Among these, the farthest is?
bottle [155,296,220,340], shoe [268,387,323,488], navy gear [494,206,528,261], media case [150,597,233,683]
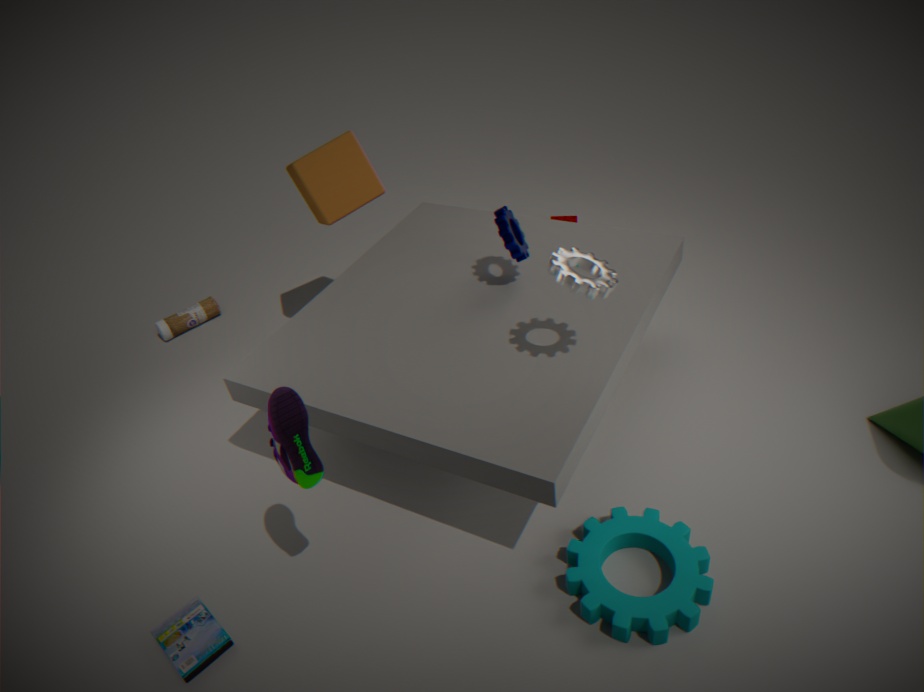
bottle [155,296,220,340]
